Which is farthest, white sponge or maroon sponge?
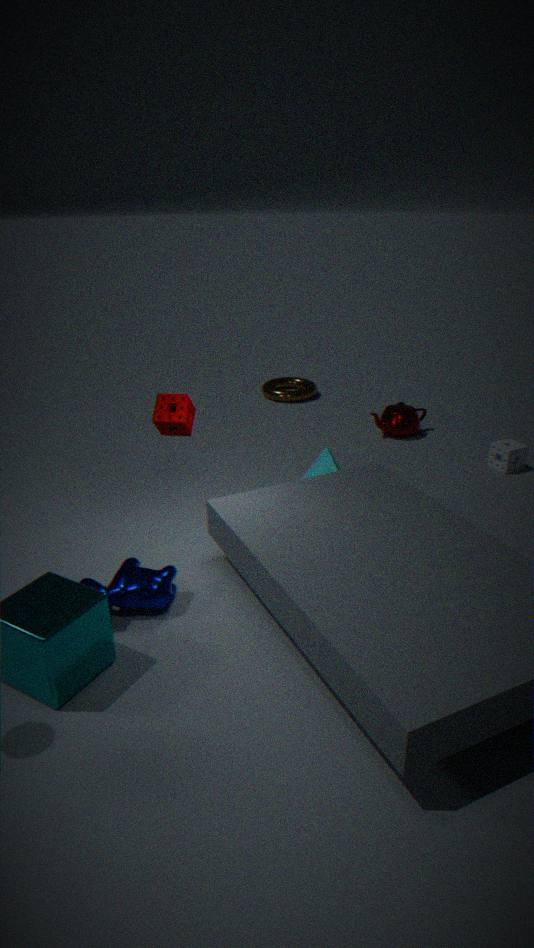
white sponge
